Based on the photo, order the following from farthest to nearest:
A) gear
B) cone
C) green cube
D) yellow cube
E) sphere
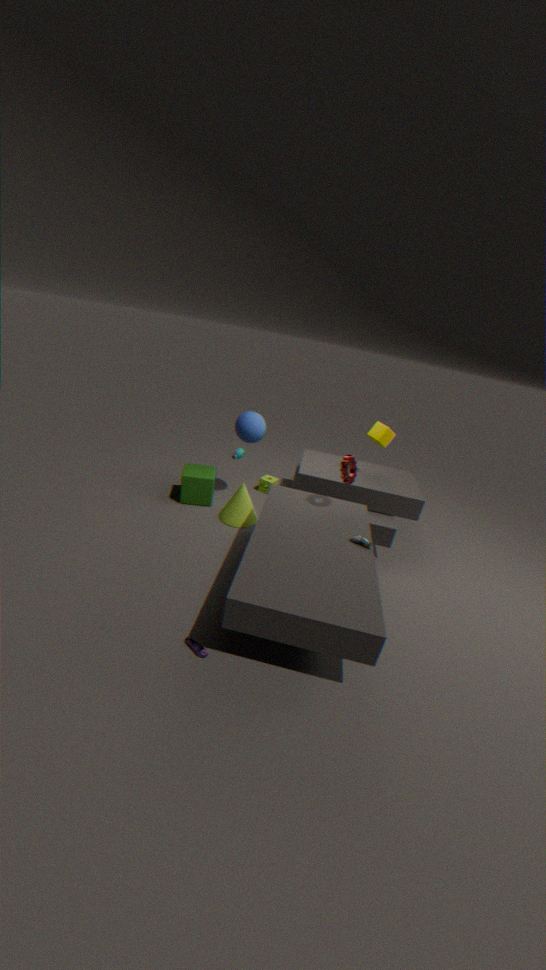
green cube < sphere < cone < yellow cube < gear
